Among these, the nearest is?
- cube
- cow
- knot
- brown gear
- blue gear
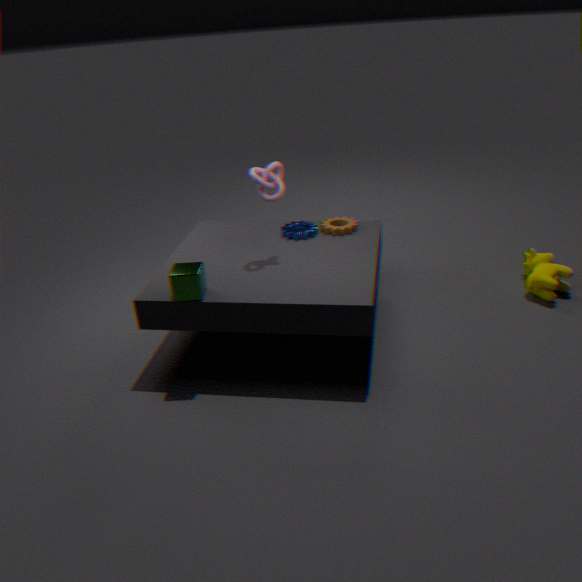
cube
